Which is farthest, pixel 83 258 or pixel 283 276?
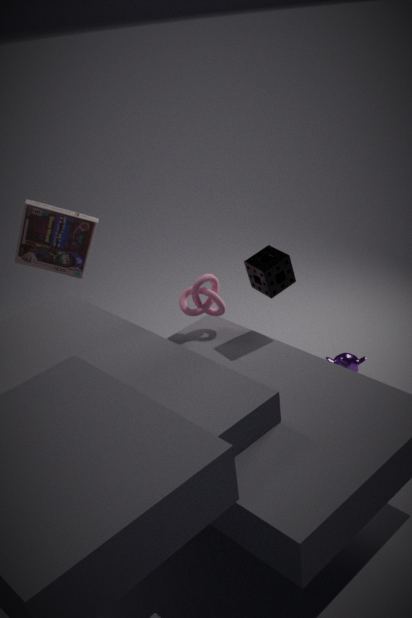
pixel 83 258
